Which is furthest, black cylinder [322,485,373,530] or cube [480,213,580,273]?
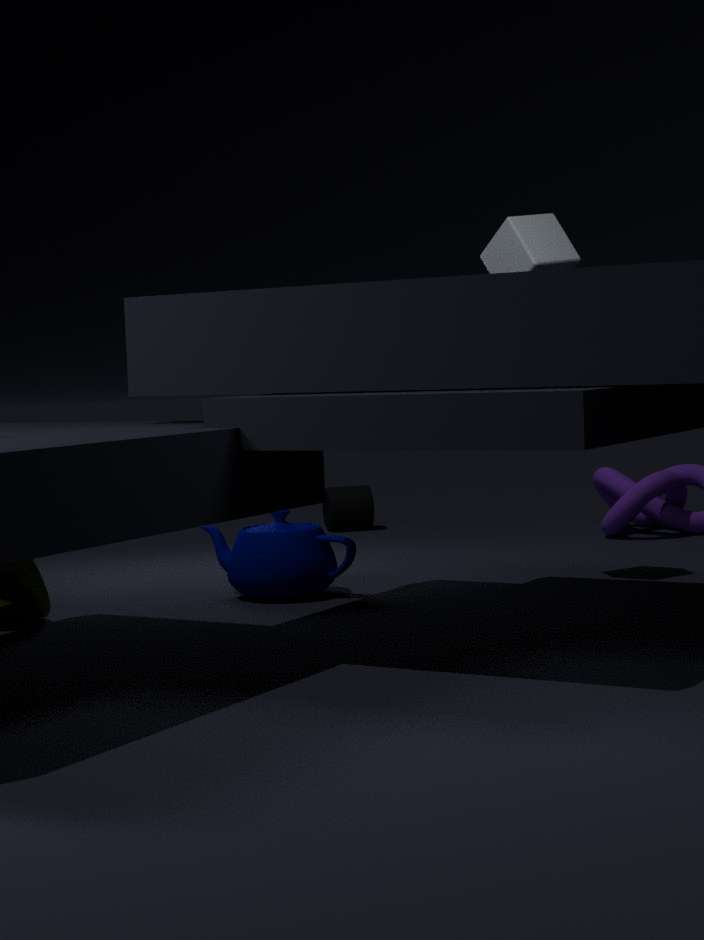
black cylinder [322,485,373,530]
